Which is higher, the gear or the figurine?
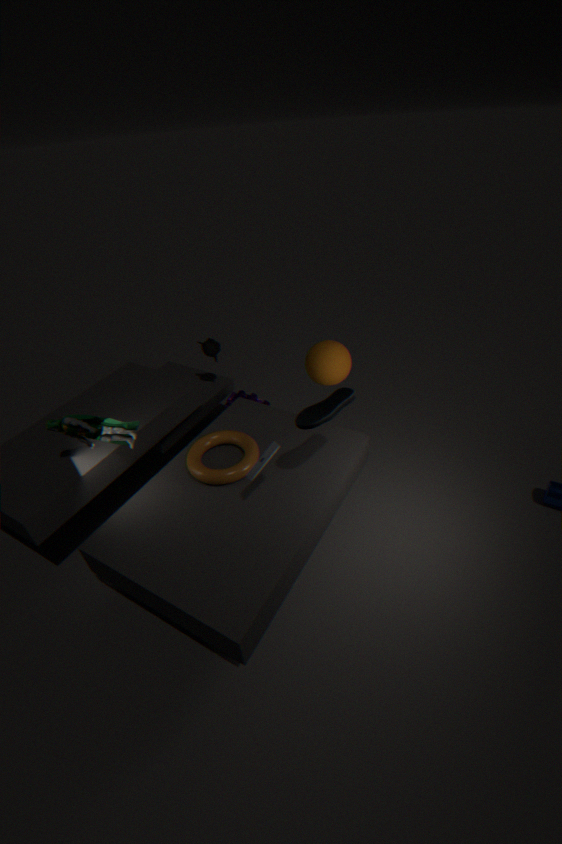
the figurine
